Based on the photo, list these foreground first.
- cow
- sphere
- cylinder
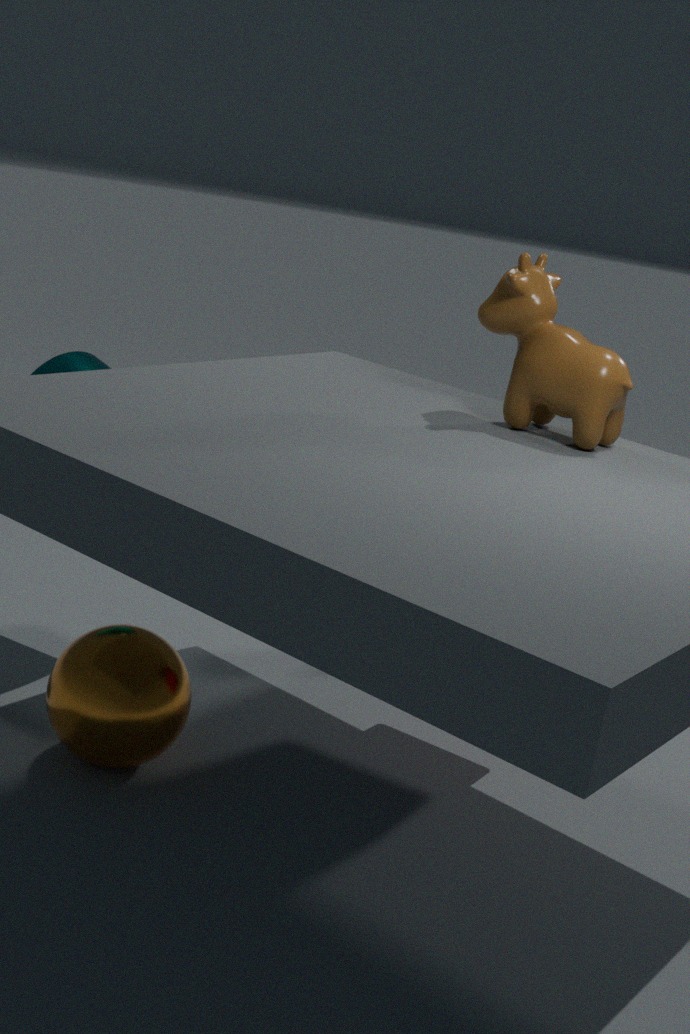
sphere → cow → cylinder
